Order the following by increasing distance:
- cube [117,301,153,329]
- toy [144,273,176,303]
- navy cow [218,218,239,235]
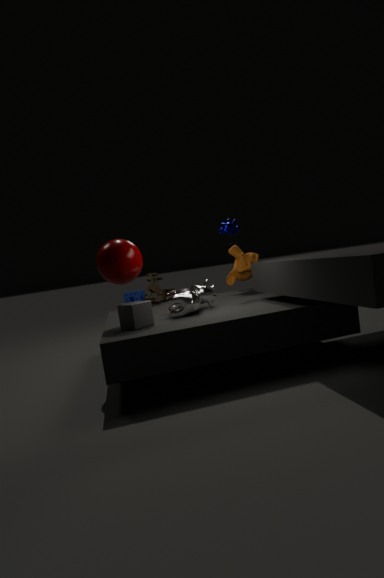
cube [117,301,153,329]
navy cow [218,218,239,235]
toy [144,273,176,303]
